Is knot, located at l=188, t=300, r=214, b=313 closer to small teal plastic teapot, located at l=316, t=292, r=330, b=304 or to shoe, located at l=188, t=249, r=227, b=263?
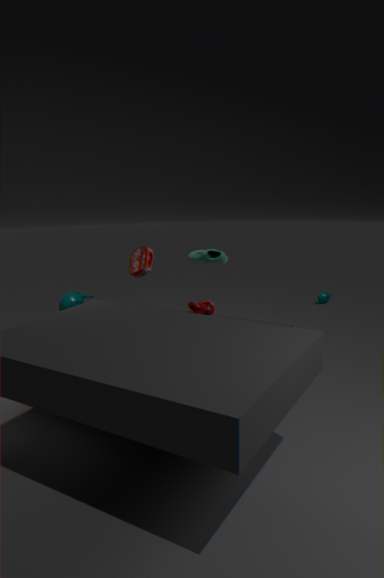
shoe, located at l=188, t=249, r=227, b=263
